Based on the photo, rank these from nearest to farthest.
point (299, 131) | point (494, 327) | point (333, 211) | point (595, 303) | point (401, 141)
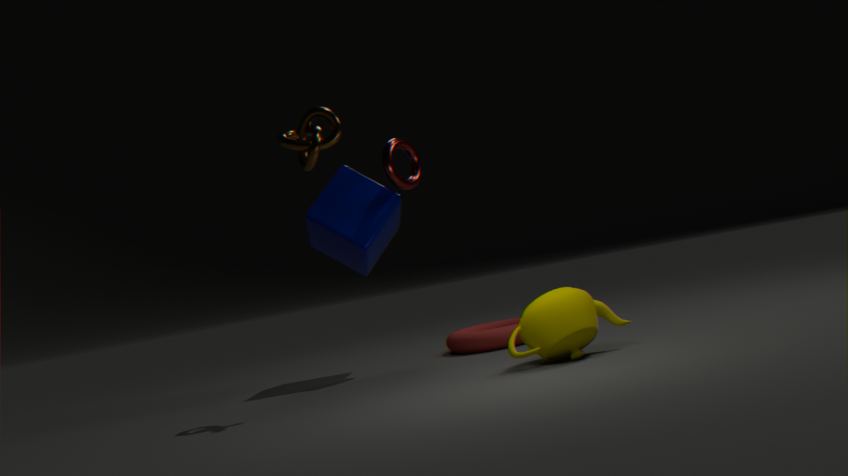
point (299, 131)
point (595, 303)
point (333, 211)
point (401, 141)
point (494, 327)
